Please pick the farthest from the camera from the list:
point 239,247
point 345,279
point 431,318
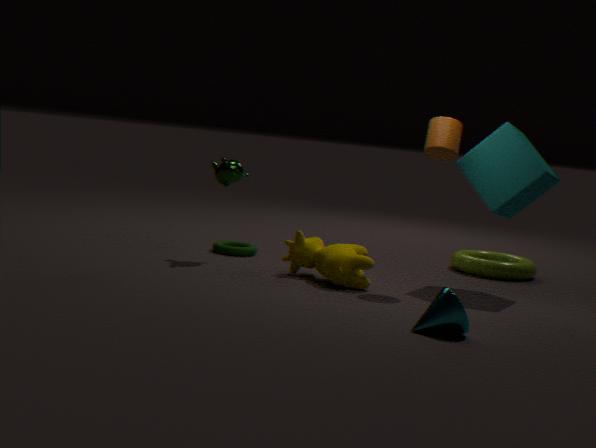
point 239,247
